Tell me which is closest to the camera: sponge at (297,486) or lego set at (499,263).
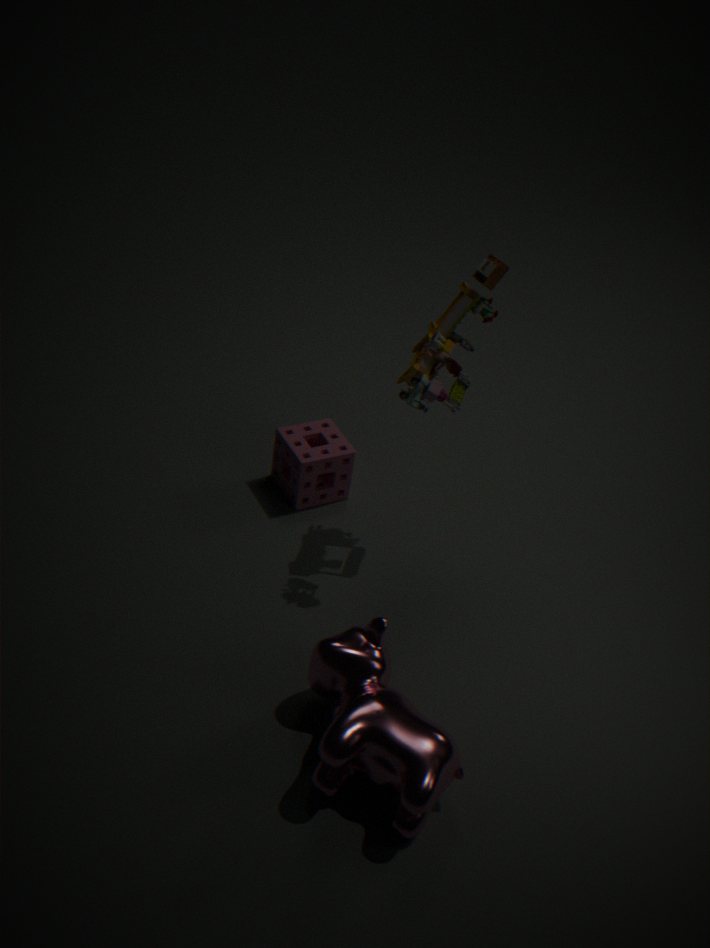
lego set at (499,263)
